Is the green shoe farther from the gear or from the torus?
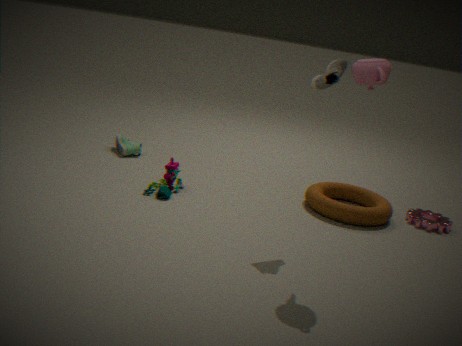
the gear
